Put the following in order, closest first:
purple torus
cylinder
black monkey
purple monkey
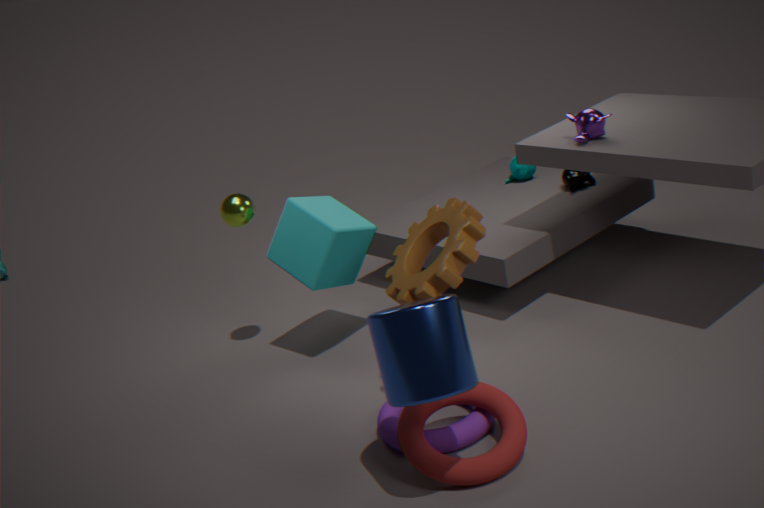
cylinder → purple torus → purple monkey → black monkey
